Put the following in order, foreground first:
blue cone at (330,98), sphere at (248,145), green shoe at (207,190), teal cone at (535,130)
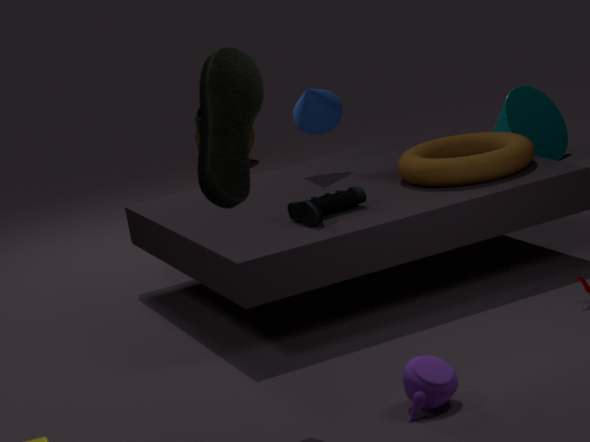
green shoe at (207,190), sphere at (248,145), blue cone at (330,98), teal cone at (535,130)
